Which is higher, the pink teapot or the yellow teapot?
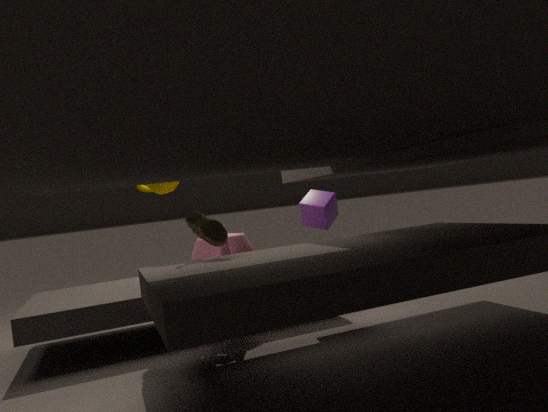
the yellow teapot
